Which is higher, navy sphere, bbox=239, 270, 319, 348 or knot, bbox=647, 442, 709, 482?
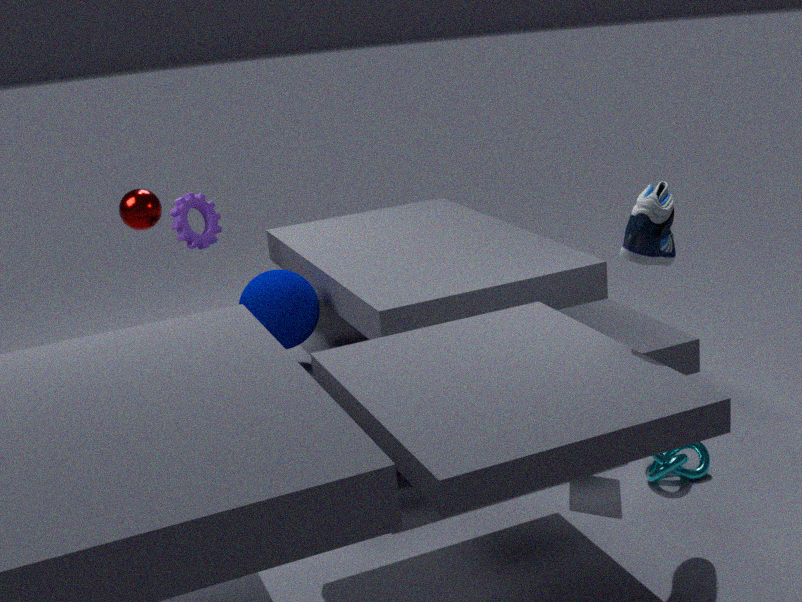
navy sphere, bbox=239, 270, 319, 348
